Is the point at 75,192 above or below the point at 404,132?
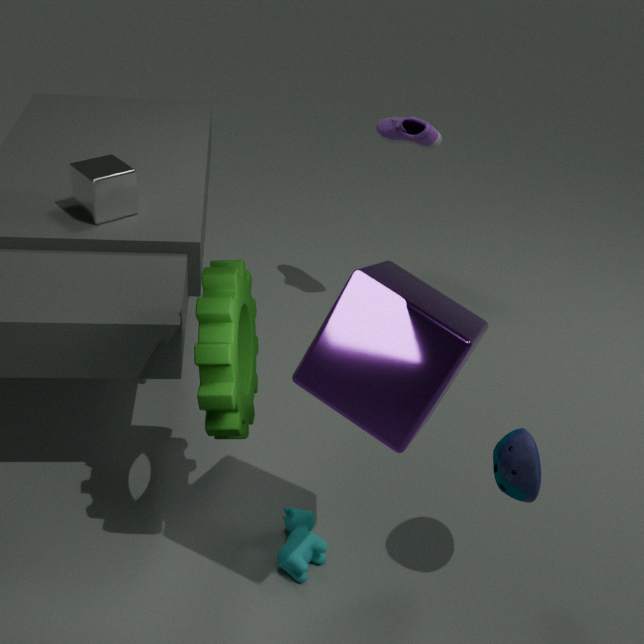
below
